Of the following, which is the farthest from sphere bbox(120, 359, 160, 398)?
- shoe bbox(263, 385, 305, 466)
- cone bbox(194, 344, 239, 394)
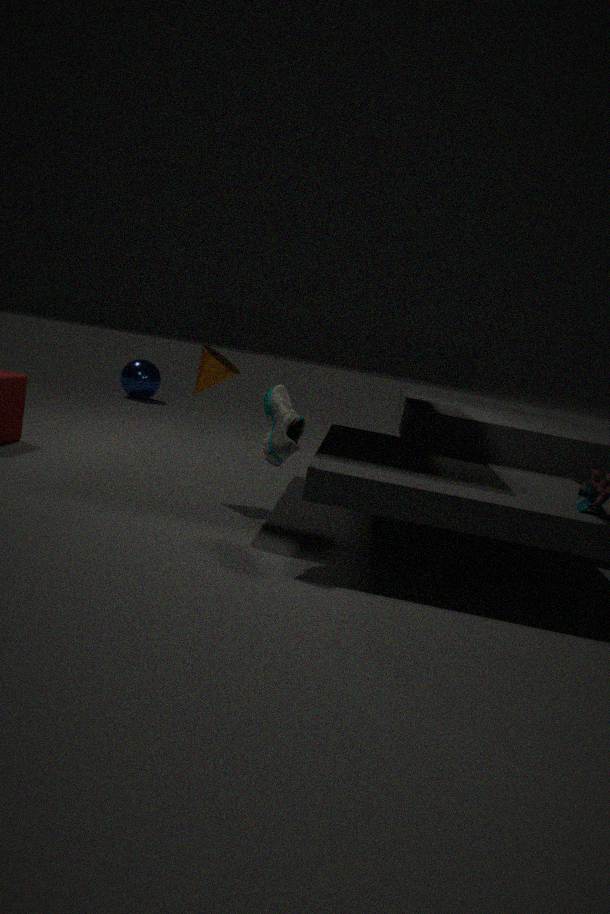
shoe bbox(263, 385, 305, 466)
